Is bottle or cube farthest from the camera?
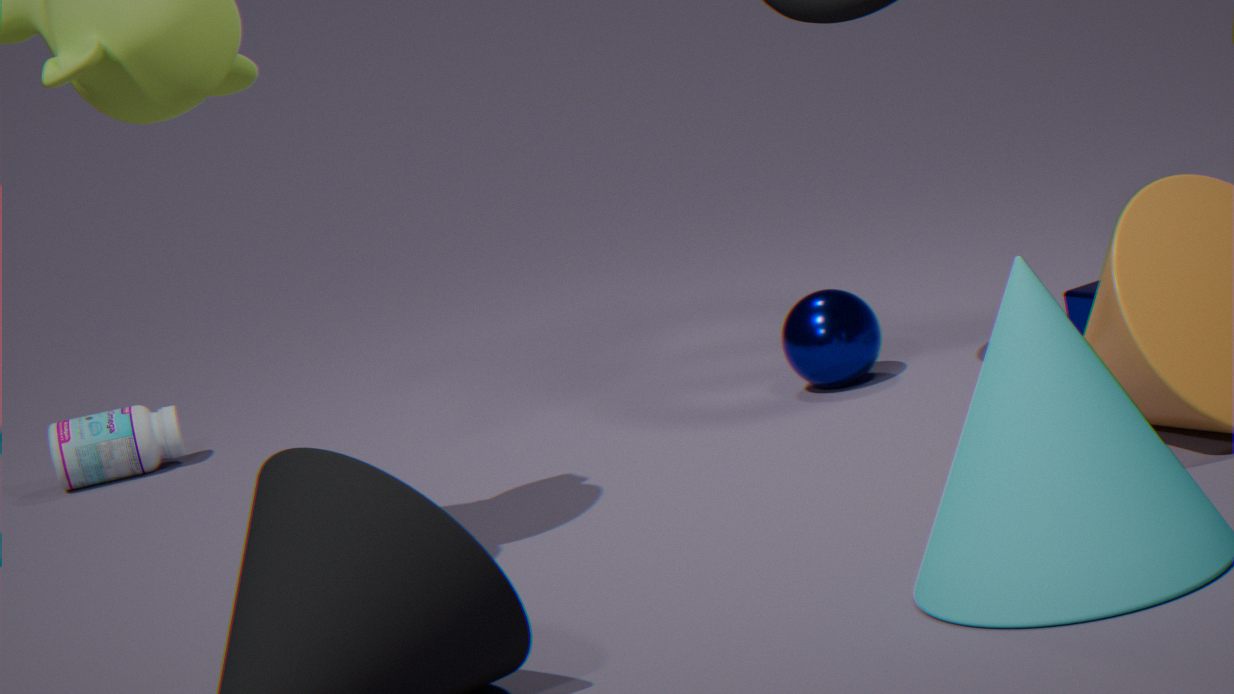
bottle
